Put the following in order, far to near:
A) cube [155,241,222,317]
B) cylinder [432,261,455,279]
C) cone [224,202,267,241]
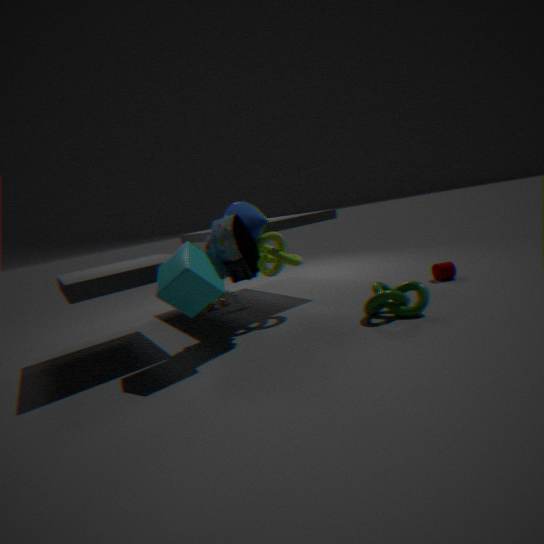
cylinder [432,261,455,279], cone [224,202,267,241], cube [155,241,222,317]
